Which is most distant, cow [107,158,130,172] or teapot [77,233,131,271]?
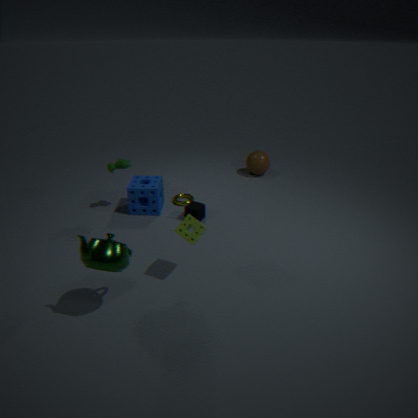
cow [107,158,130,172]
